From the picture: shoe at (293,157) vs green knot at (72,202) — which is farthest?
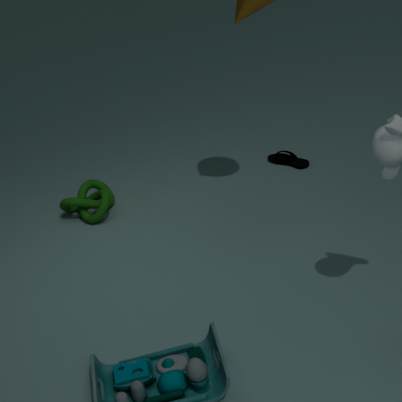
shoe at (293,157)
